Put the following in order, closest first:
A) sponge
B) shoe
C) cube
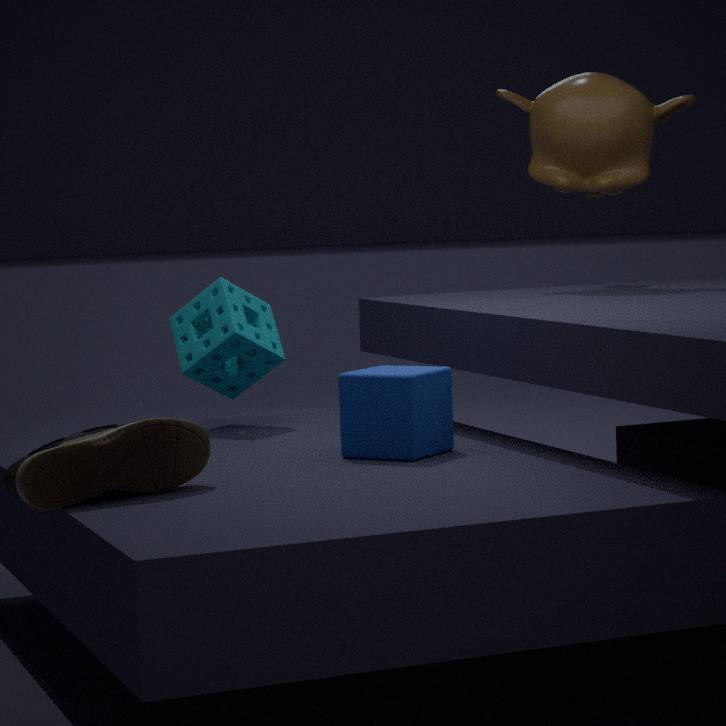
shoe → cube → sponge
